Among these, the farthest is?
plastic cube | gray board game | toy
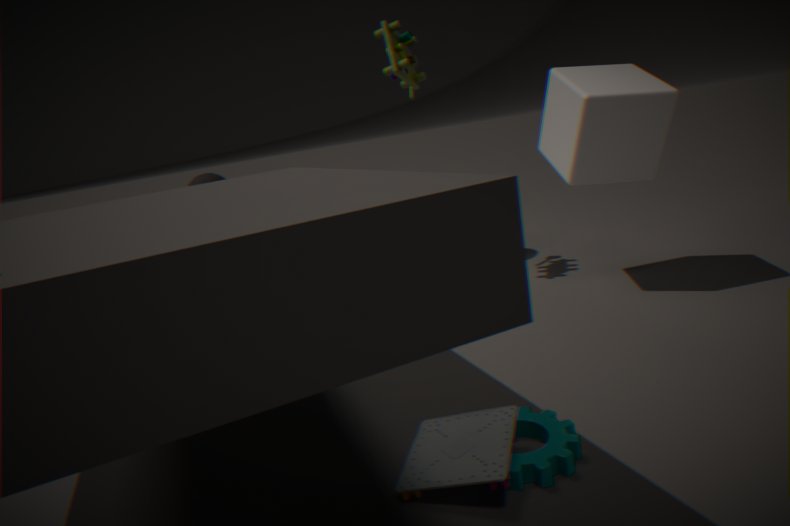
toy
